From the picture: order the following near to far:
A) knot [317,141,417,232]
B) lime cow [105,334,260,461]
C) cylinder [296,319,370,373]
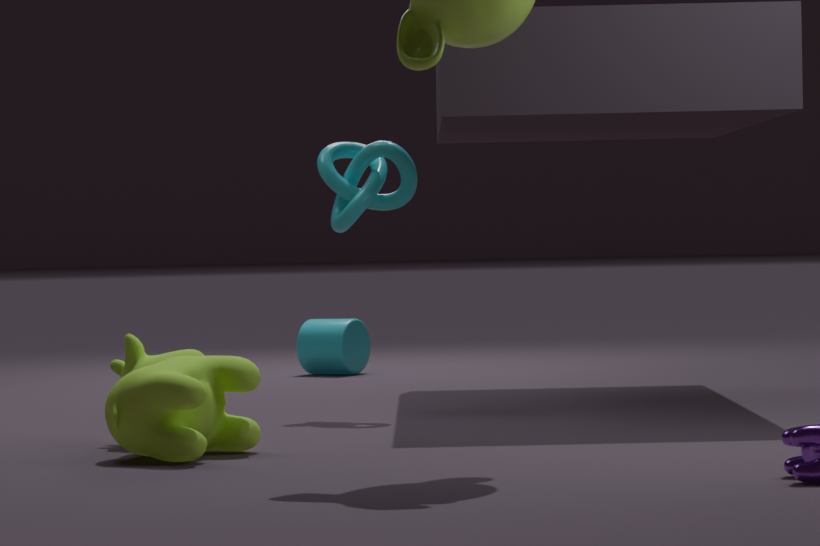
lime cow [105,334,260,461], knot [317,141,417,232], cylinder [296,319,370,373]
